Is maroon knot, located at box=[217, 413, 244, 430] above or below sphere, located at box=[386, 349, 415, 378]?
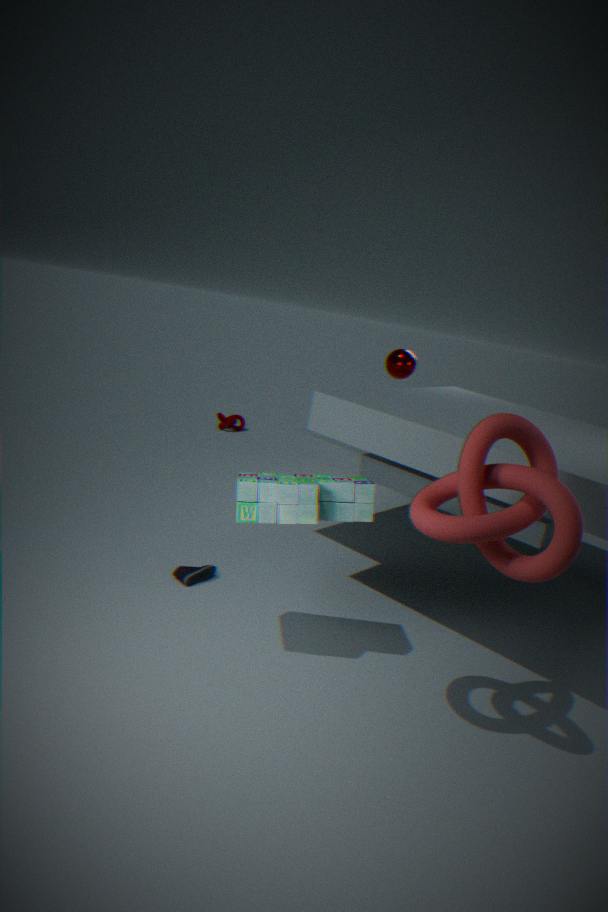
below
